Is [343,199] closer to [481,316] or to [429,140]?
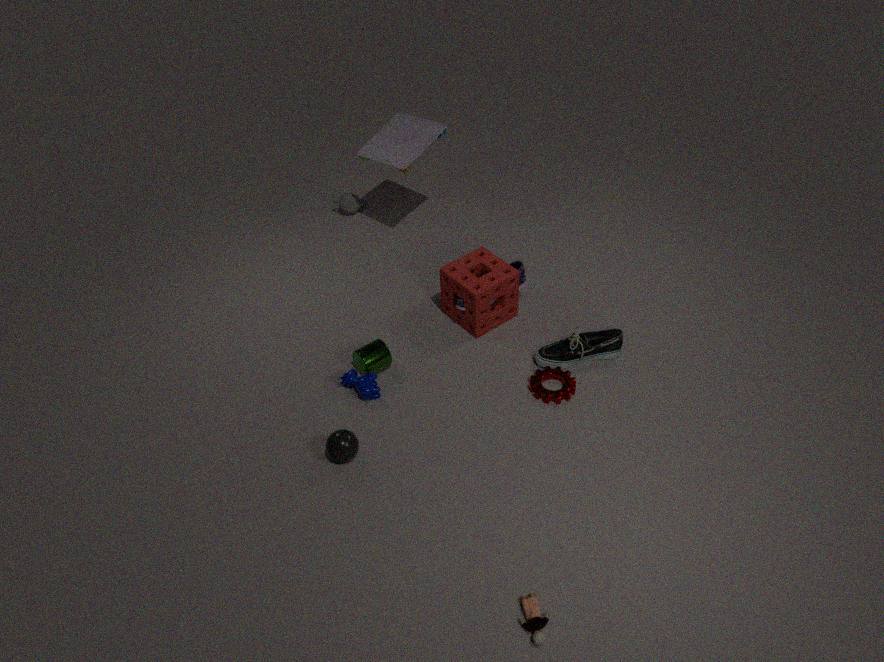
[429,140]
